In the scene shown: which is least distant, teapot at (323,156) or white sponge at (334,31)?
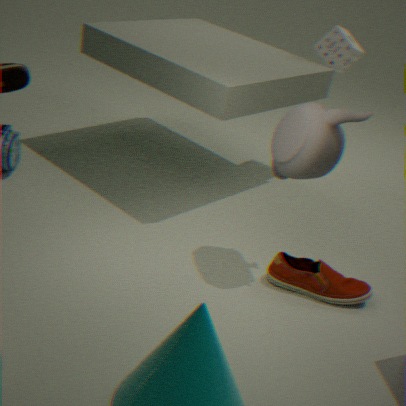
teapot at (323,156)
